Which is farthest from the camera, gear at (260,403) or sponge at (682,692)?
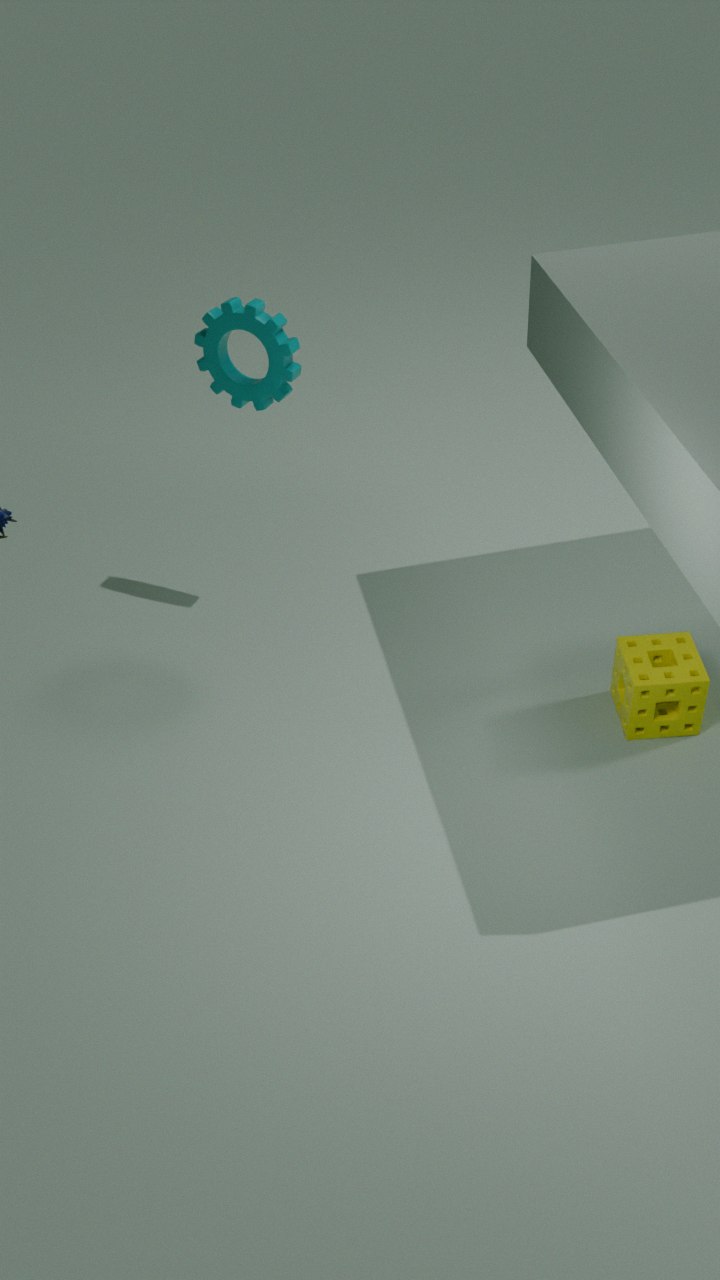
gear at (260,403)
